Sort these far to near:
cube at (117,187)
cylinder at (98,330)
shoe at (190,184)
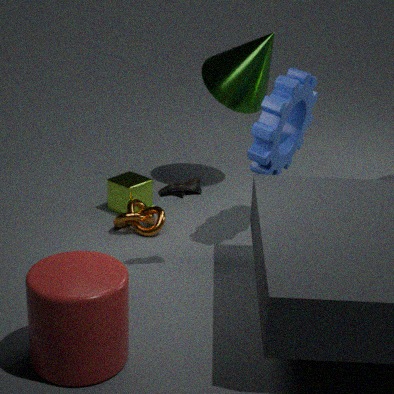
cube at (117,187) < shoe at (190,184) < cylinder at (98,330)
